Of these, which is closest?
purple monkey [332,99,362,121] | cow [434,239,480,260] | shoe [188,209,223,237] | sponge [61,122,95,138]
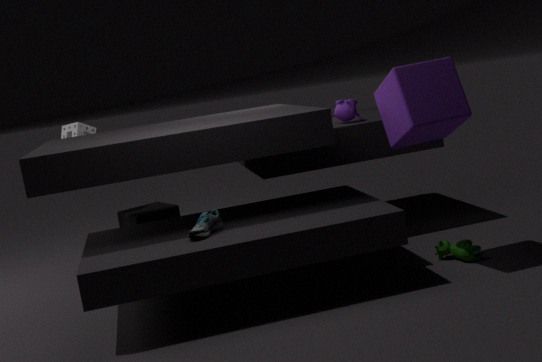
shoe [188,209,223,237]
